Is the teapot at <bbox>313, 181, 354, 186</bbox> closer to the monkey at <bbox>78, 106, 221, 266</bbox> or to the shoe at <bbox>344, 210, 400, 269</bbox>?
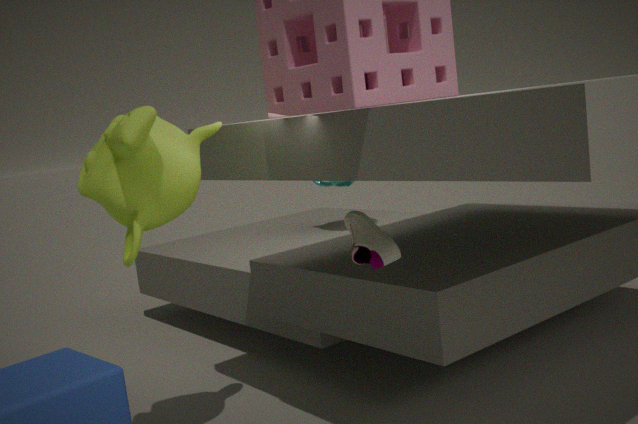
the shoe at <bbox>344, 210, 400, 269</bbox>
